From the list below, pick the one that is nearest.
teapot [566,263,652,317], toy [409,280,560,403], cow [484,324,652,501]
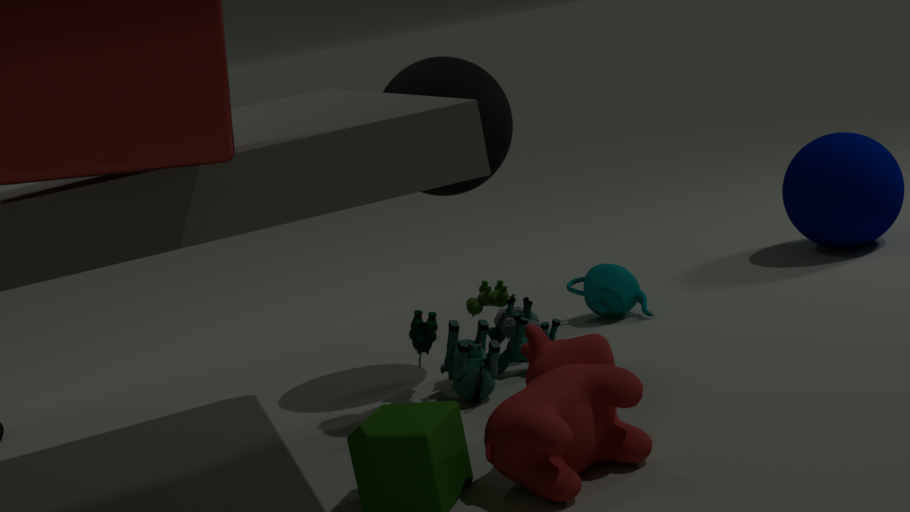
cow [484,324,652,501]
